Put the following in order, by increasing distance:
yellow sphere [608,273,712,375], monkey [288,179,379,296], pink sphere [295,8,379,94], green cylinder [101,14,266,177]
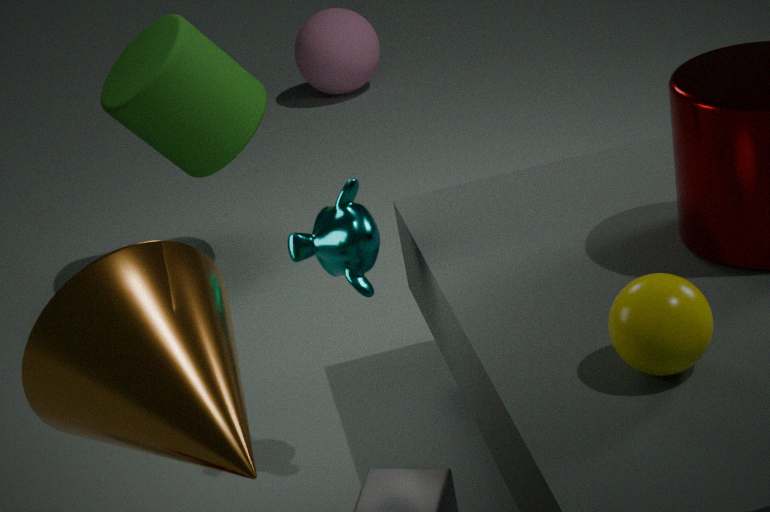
yellow sphere [608,273,712,375], monkey [288,179,379,296], green cylinder [101,14,266,177], pink sphere [295,8,379,94]
